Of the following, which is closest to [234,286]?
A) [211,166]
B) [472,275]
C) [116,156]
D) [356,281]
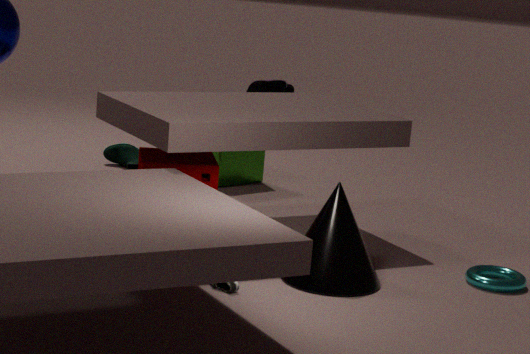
[356,281]
